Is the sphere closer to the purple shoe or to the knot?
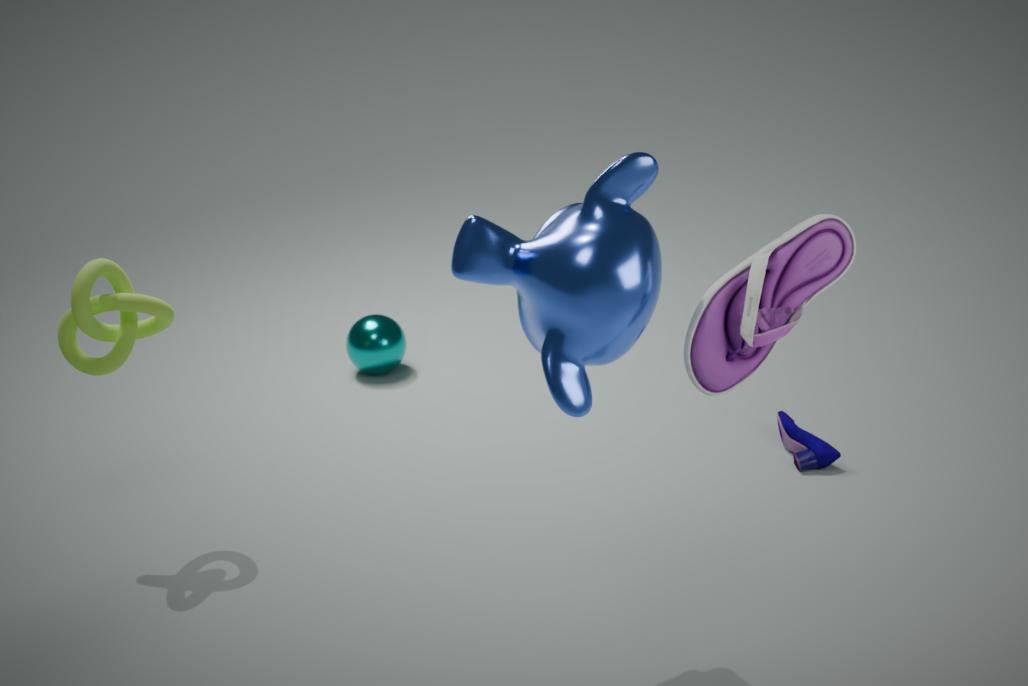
the knot
